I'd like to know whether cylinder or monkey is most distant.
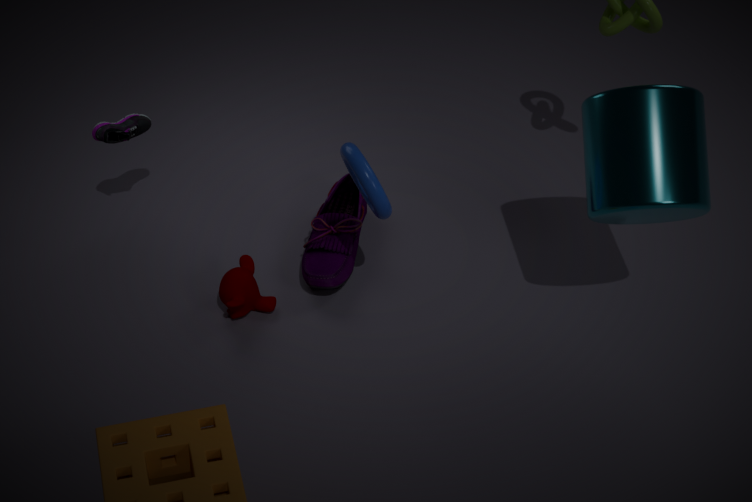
monkey
